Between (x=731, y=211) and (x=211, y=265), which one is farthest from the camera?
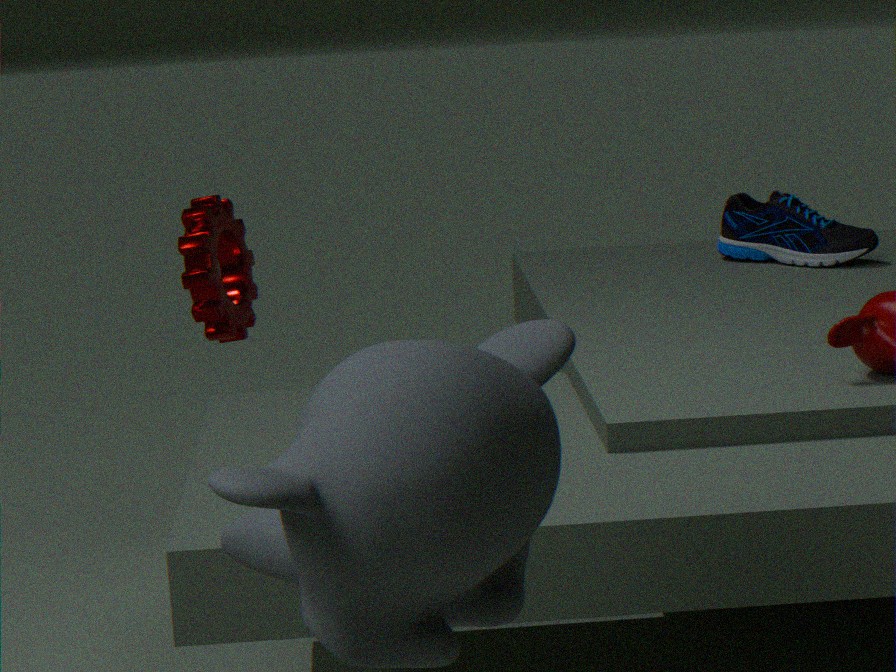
(x=731, y=211)
